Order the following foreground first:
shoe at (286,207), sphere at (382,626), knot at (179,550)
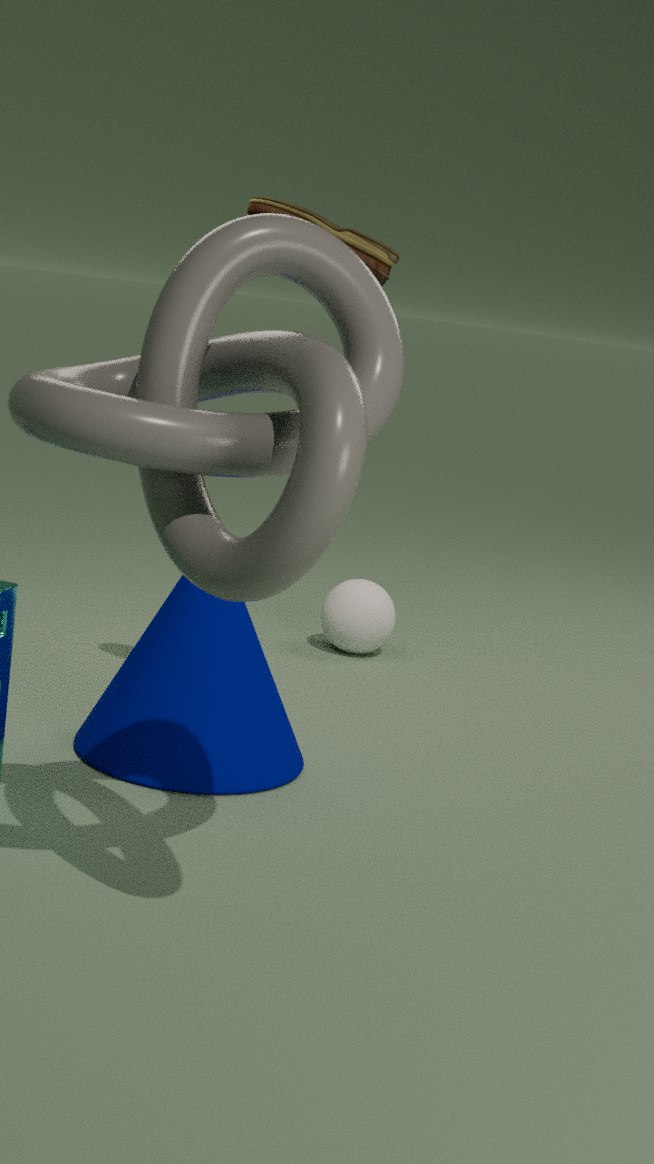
knot at (179,550), shoe at (286,207), sphere at (382,626)
